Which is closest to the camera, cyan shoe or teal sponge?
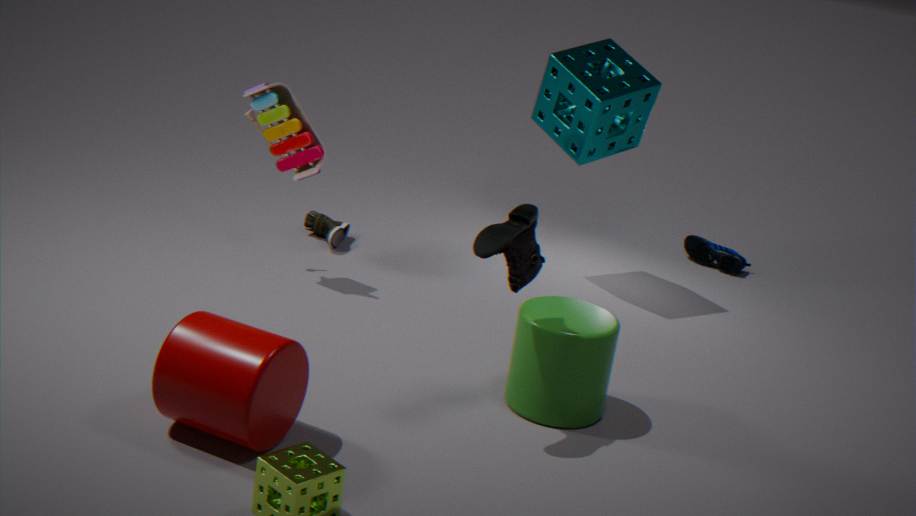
teal sponge
